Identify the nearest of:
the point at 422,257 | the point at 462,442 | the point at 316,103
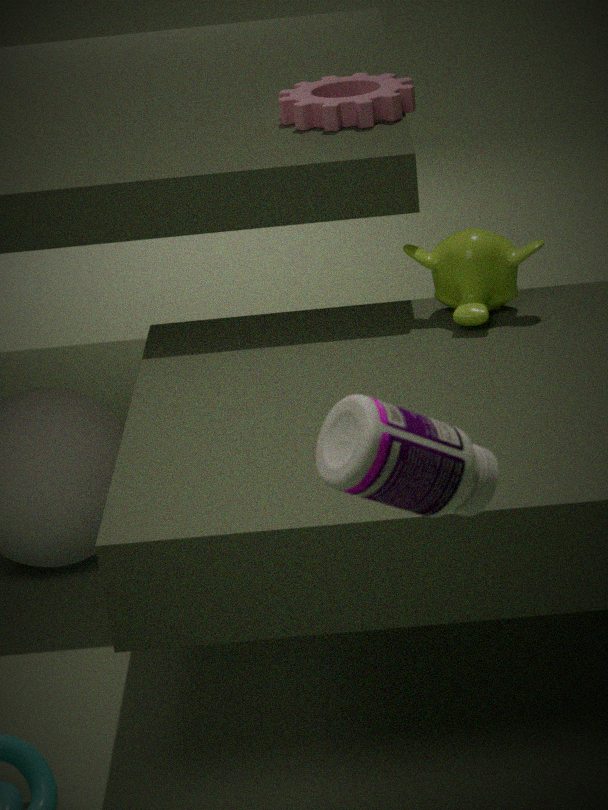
the point at 462,442
